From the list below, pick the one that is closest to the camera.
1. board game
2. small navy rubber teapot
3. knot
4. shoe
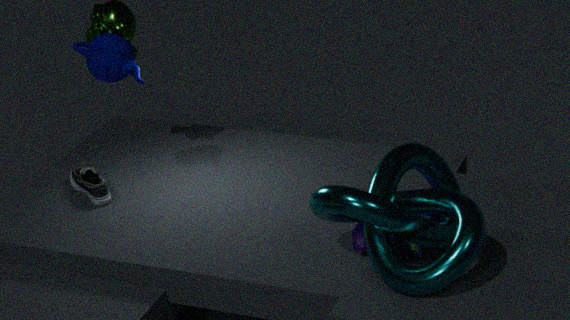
knot
